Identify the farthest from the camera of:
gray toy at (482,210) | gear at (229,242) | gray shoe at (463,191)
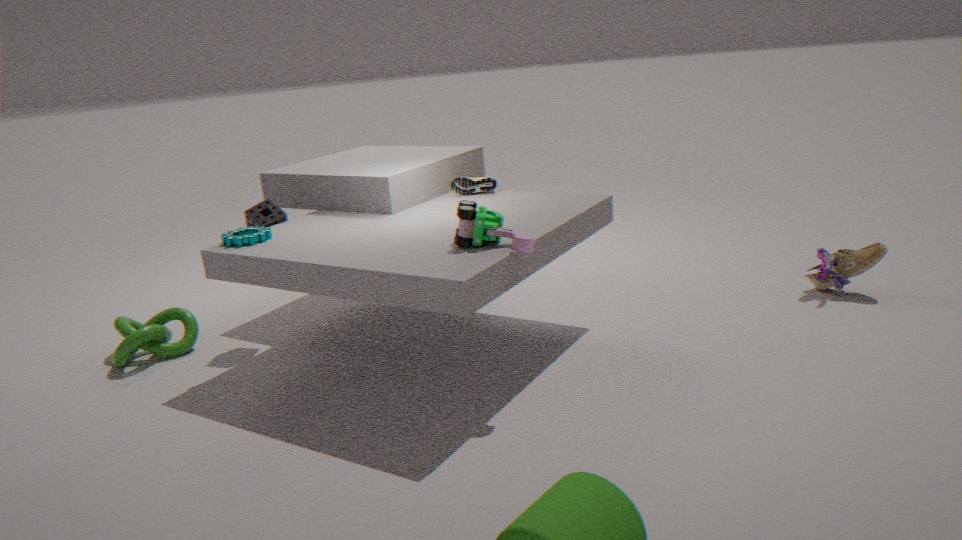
gray shoe at (463,191)
